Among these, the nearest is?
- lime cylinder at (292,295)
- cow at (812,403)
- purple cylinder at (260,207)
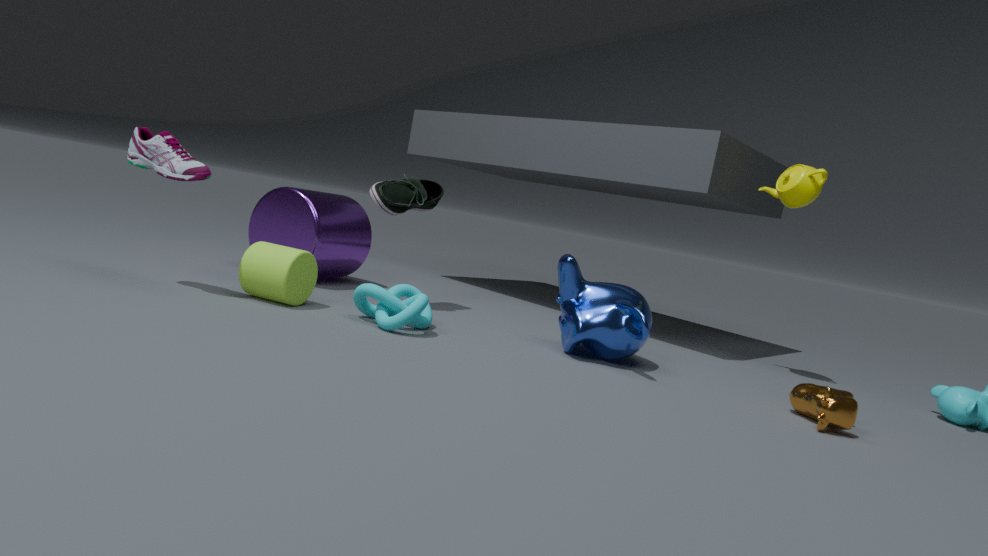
cow at (812,403)
